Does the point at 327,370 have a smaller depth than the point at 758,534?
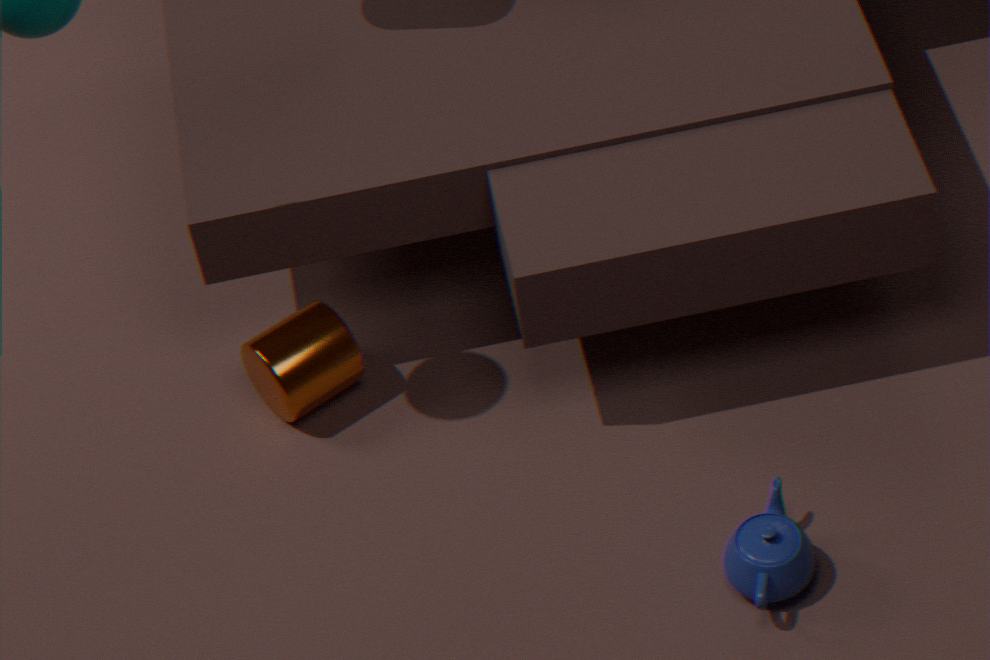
No
